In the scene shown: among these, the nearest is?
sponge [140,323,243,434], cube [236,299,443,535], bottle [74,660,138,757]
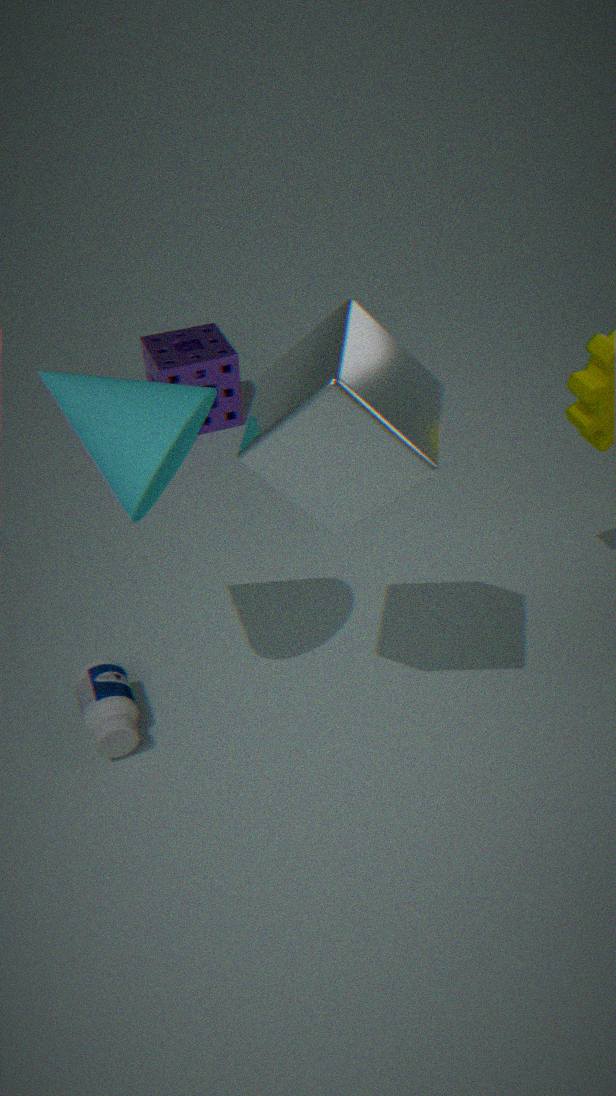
cube [236,299,443,535]
